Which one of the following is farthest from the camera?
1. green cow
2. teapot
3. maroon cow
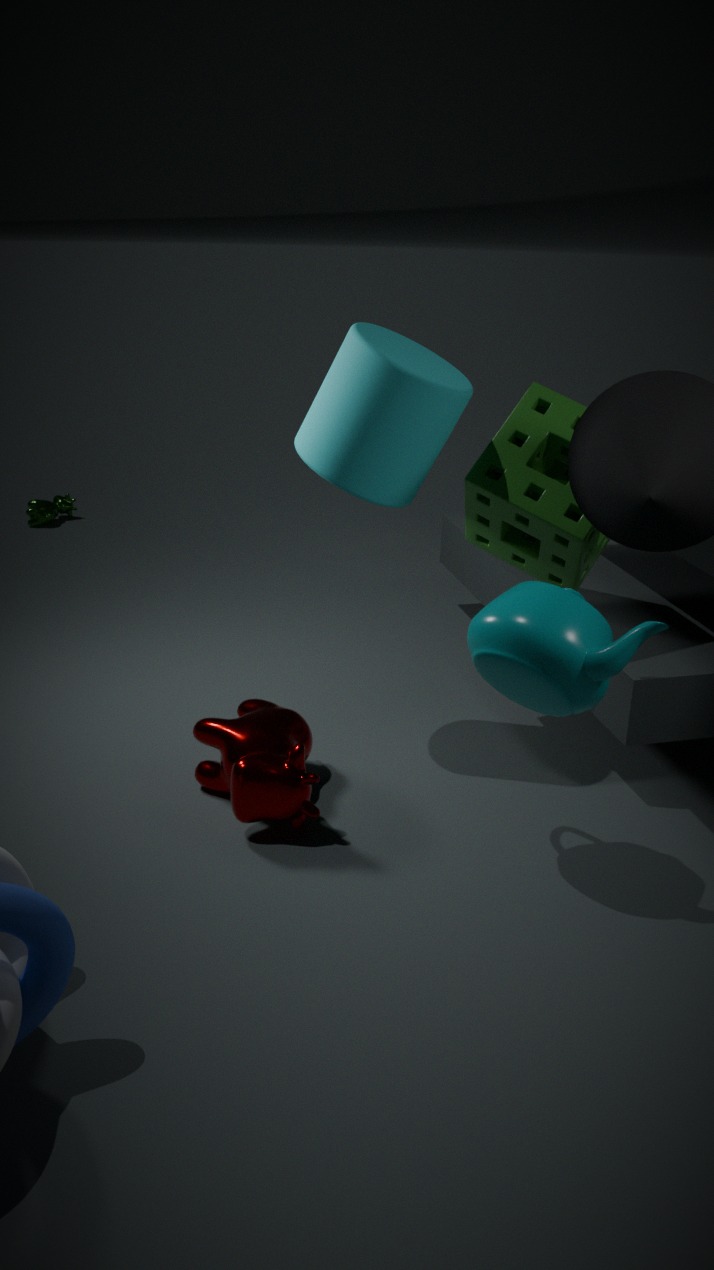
green cow
